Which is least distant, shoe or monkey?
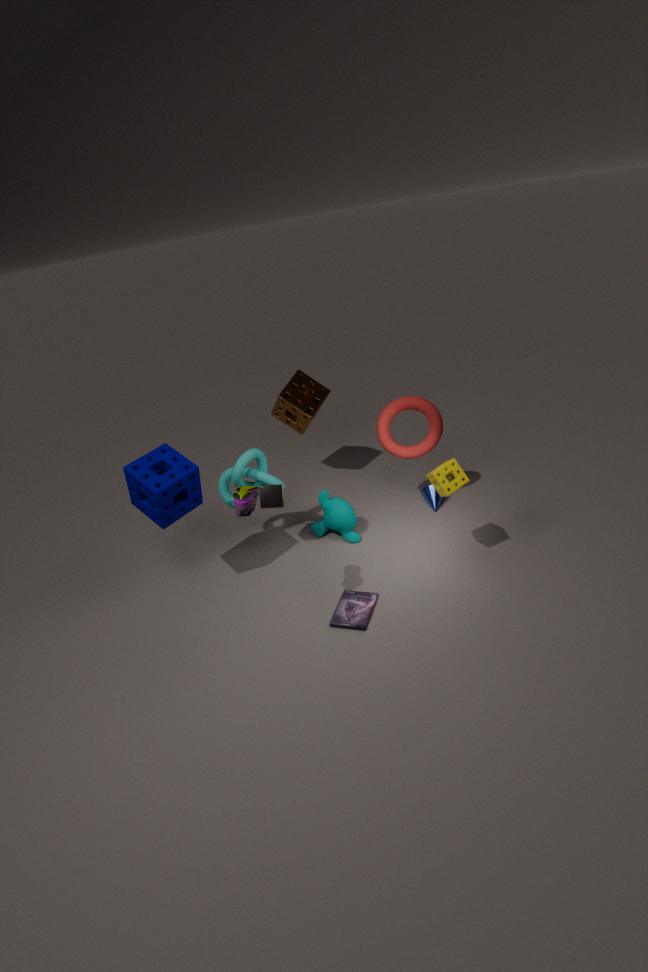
shoe
